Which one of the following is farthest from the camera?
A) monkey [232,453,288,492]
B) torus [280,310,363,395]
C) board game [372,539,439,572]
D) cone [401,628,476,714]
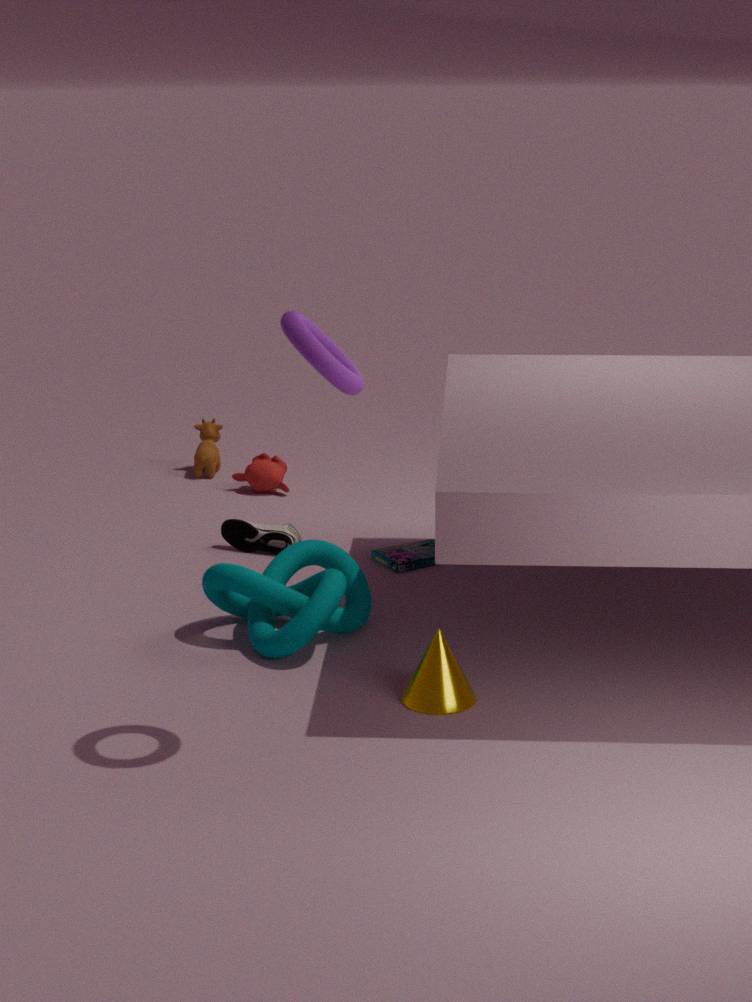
monkey [232,453,288,492]
